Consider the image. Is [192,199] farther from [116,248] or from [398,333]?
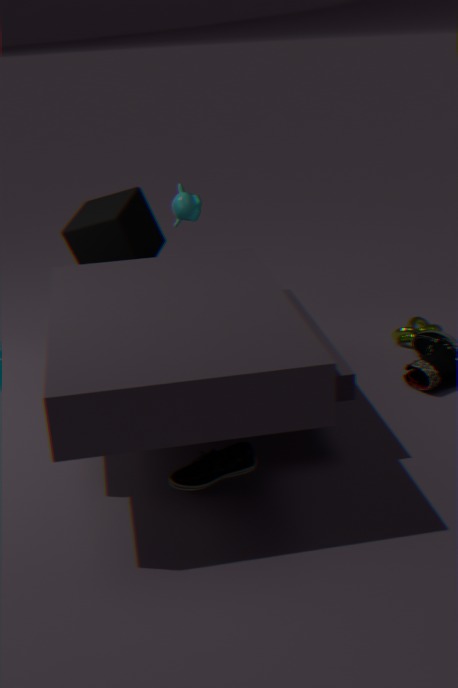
[398,333]
